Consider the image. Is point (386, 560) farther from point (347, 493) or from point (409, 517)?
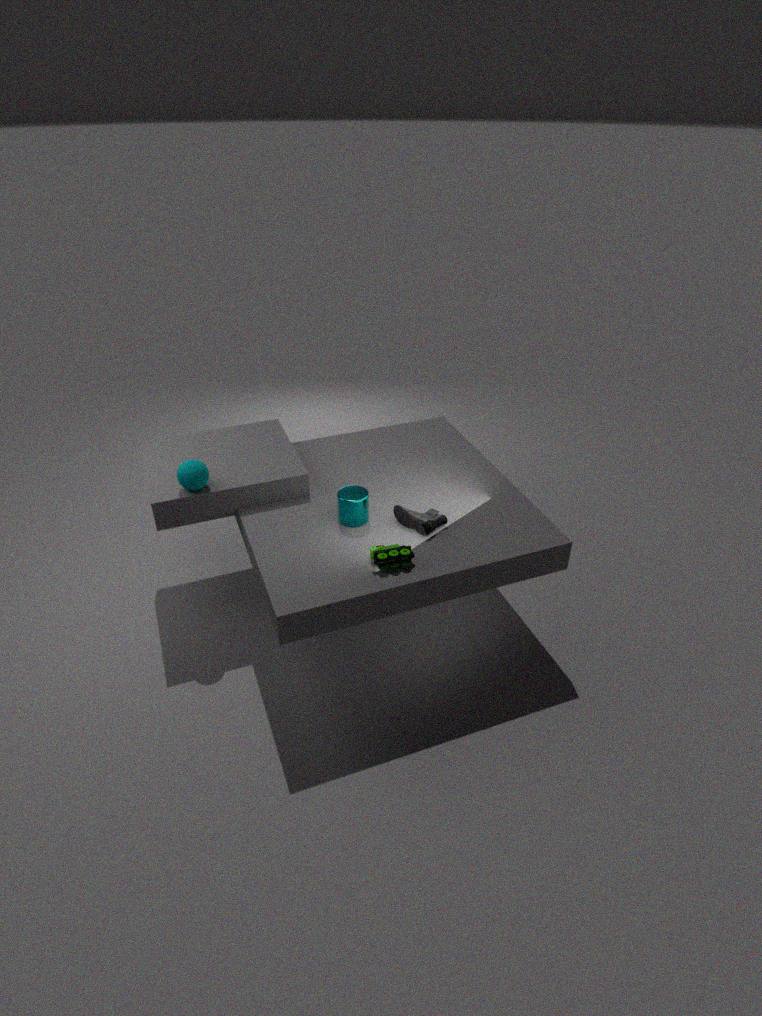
point (347, 493)
